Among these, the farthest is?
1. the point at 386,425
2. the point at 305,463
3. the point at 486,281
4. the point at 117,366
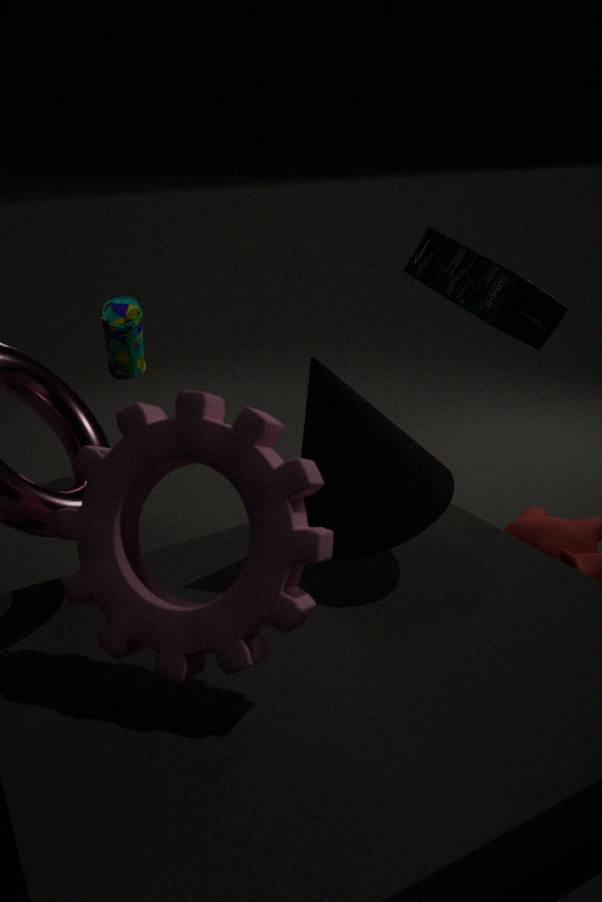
the point at 117,366
